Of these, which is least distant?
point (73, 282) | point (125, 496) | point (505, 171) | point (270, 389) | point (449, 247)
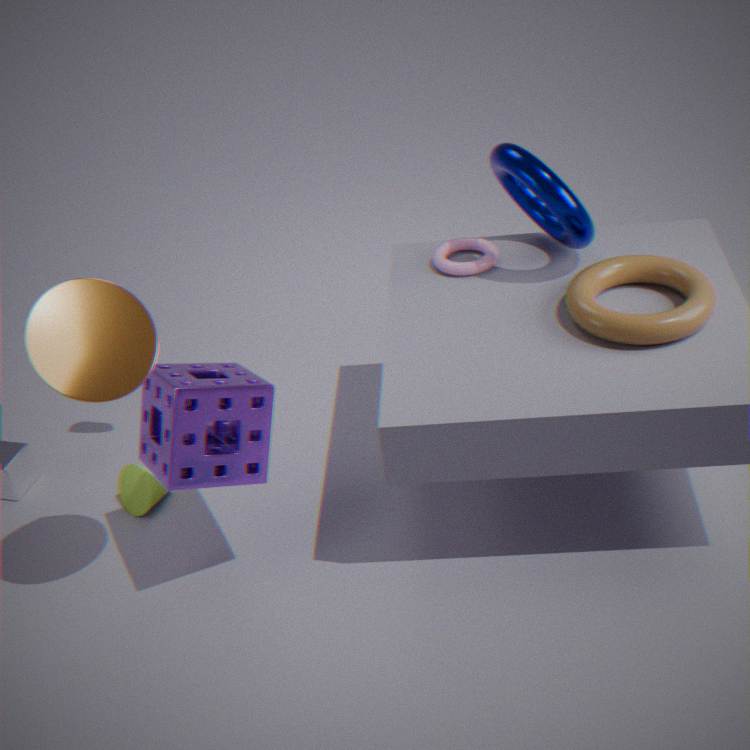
point (73, 282)
